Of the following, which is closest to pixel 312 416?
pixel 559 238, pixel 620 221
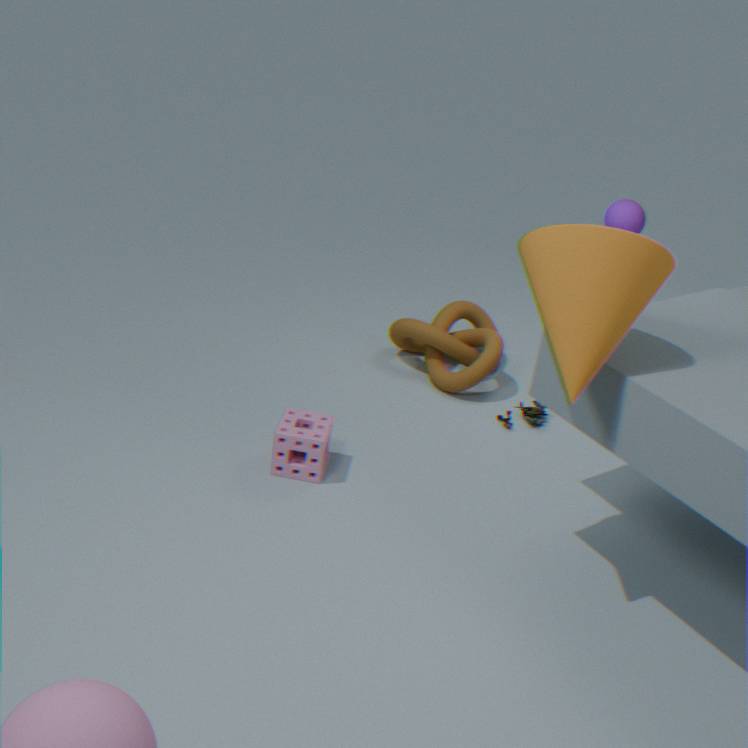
pixel 559 238
